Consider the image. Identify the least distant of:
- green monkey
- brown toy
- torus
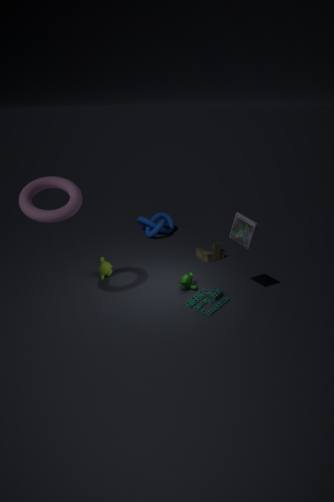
torus
